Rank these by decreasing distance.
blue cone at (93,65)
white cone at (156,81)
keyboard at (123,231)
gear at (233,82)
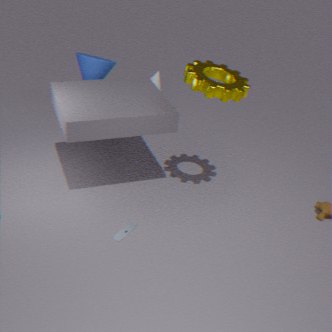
white cone at (156,81) < blue cone at (93,65) < keyboard at (123,231) < gear at (233,82)
